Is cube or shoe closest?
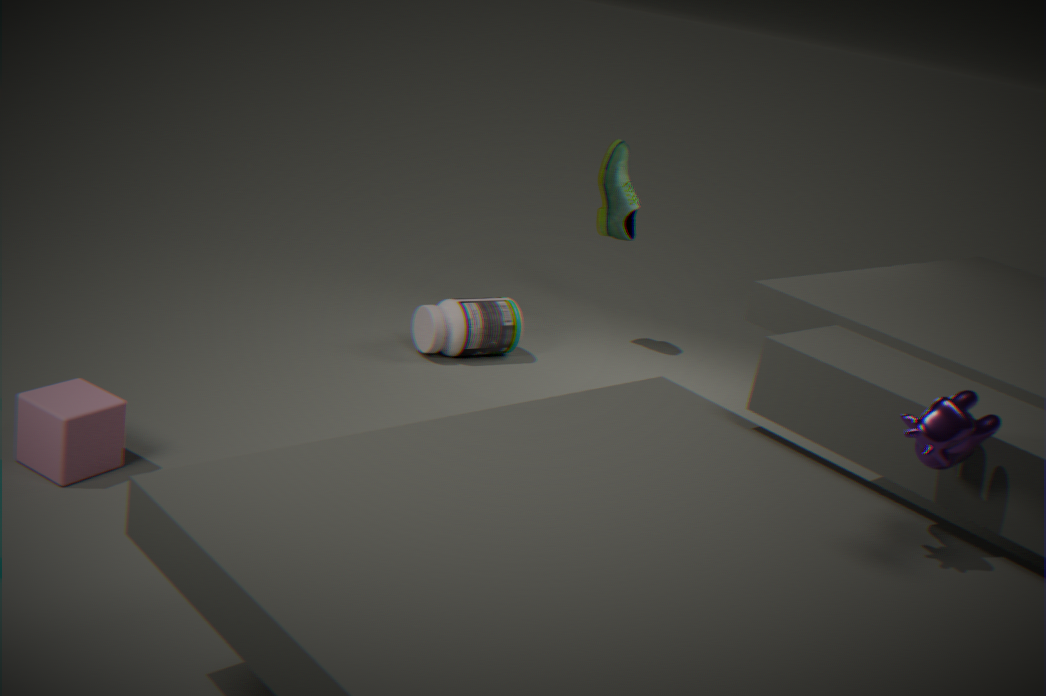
cube
